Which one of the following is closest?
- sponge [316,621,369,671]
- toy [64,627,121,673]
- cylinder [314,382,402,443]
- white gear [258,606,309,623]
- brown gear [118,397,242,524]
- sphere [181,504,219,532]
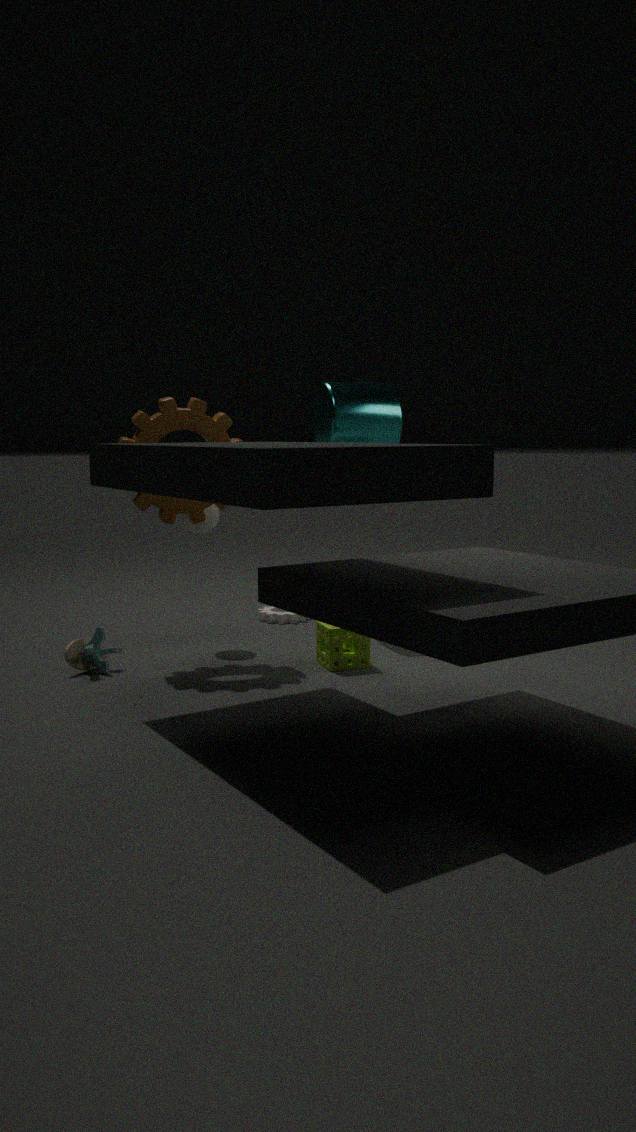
toy [64,627,121,673]
